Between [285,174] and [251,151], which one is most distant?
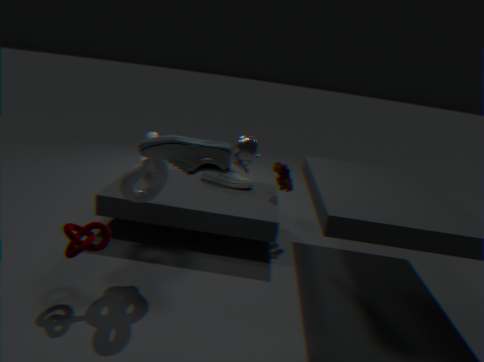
[285,174]
